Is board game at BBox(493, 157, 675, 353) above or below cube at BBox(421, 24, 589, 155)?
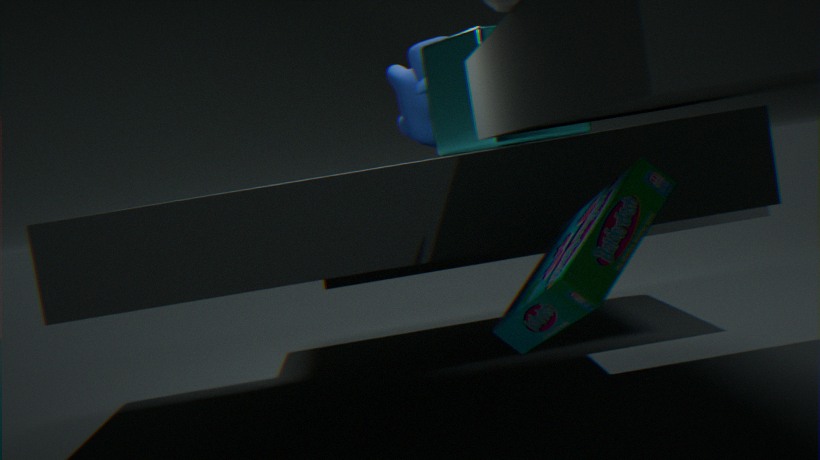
below
